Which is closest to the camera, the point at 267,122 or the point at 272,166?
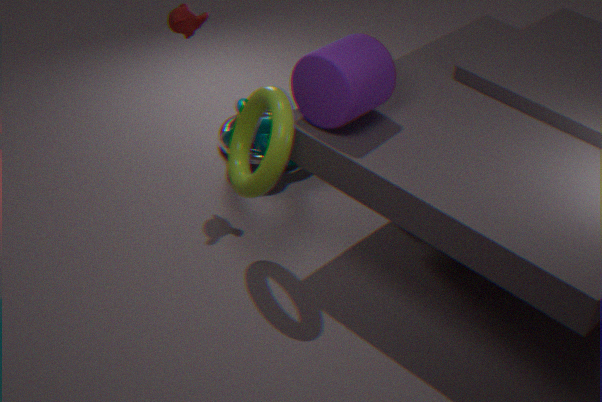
the point at 272,166
